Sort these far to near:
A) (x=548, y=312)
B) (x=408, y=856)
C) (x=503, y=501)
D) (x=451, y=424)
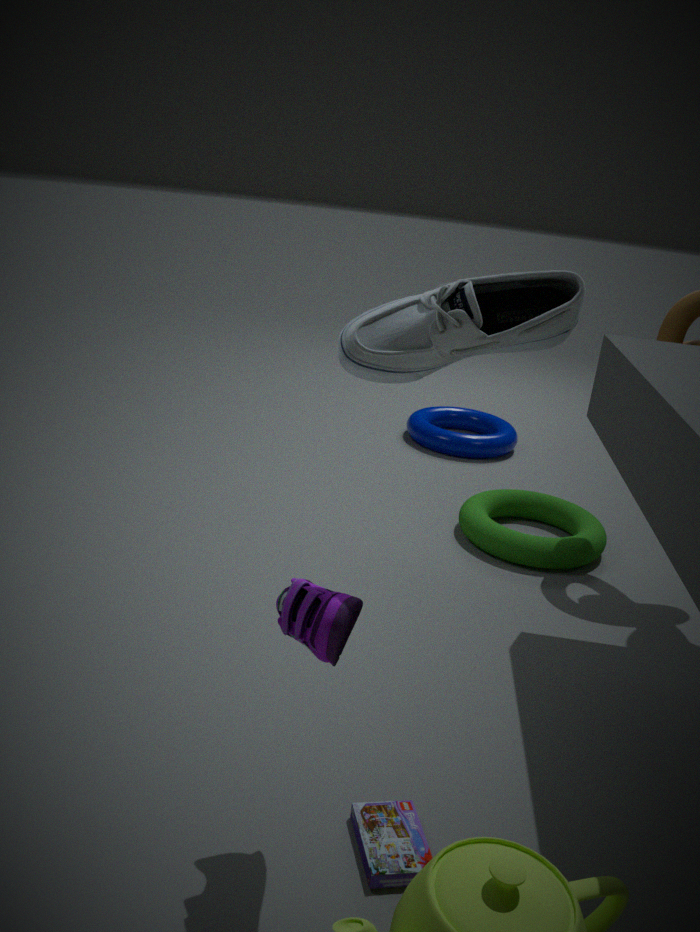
(x=451, y=424) < (x=503, y=501) < (x=408, y=856) < (x=548, y=312)
